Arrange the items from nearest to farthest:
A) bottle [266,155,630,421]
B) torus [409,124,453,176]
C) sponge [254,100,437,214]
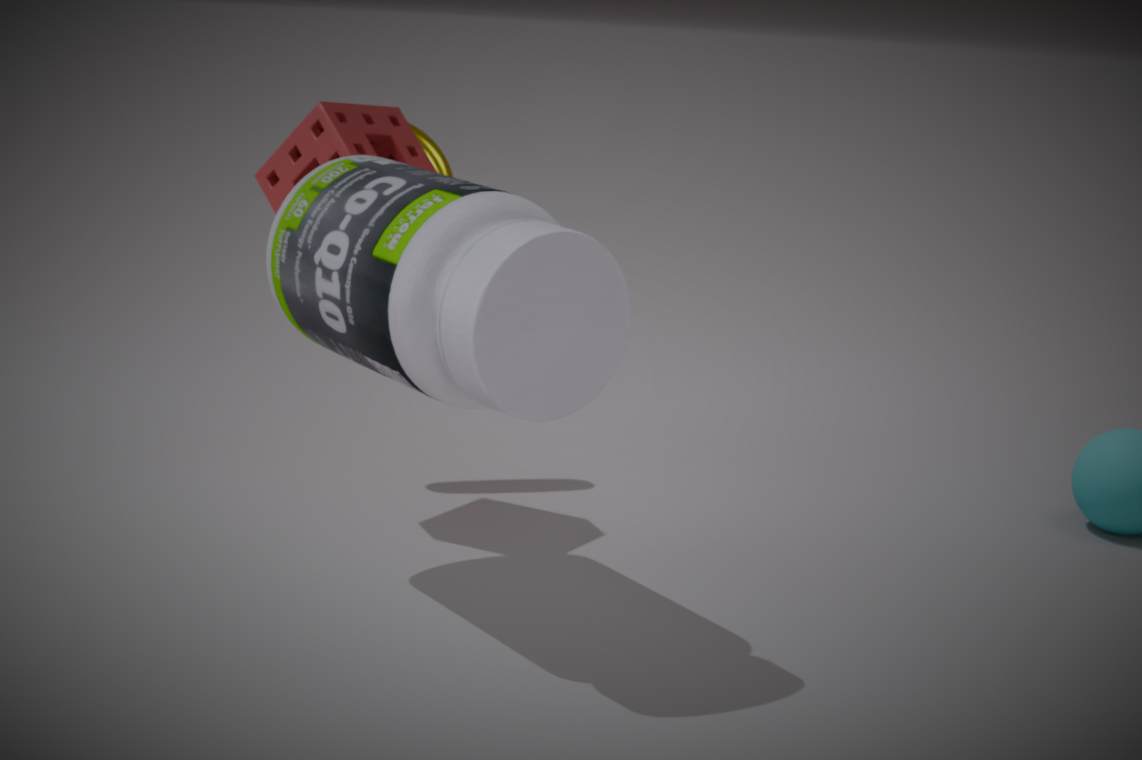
bottle [266,155,630,421], sponge [254,100,437,214], torus [409,124,453,176]
